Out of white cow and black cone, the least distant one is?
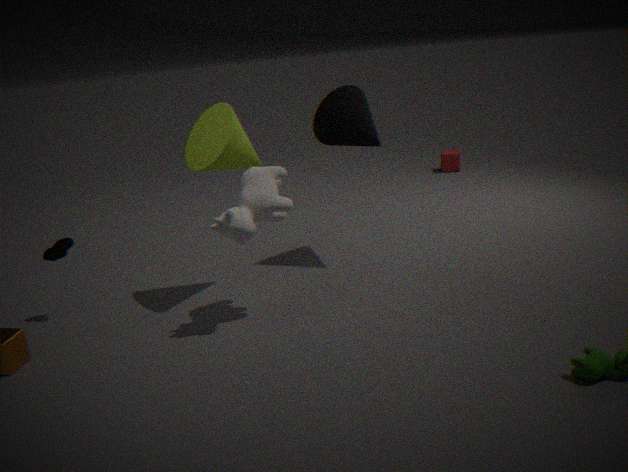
white cow
